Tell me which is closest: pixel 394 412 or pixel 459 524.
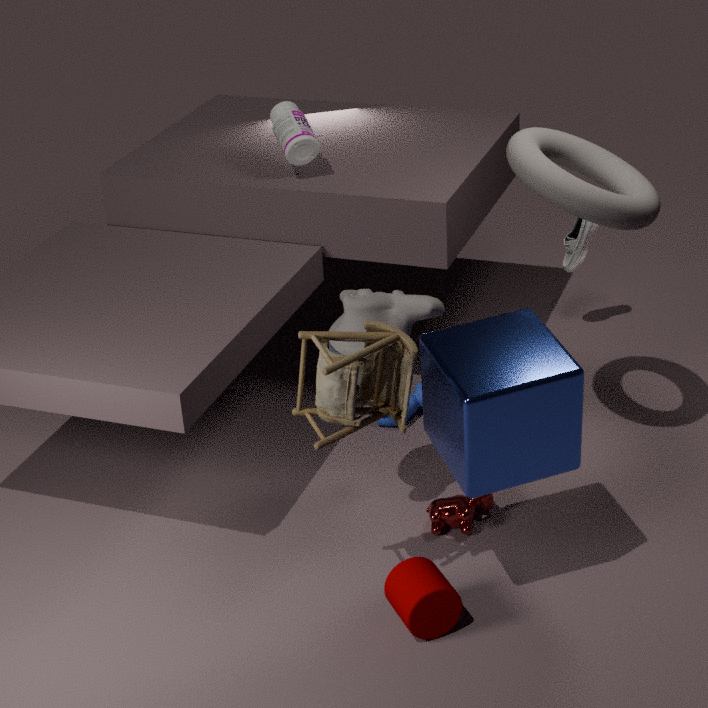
pixel 394 412
